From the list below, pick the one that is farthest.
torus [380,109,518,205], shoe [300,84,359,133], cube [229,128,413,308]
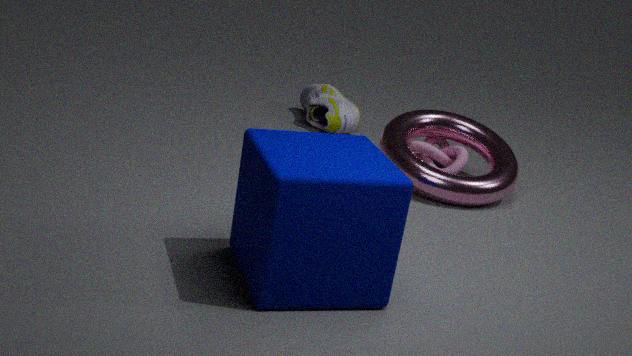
shoe [300,84,359,133]
